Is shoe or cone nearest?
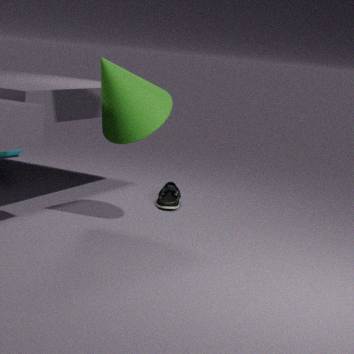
cone
